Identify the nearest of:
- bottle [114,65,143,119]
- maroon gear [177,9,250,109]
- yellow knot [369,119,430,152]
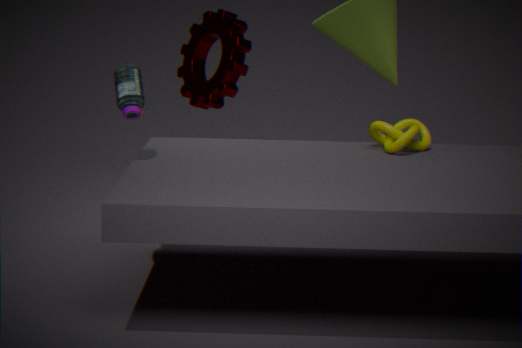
bottle [114,65,143,119]
